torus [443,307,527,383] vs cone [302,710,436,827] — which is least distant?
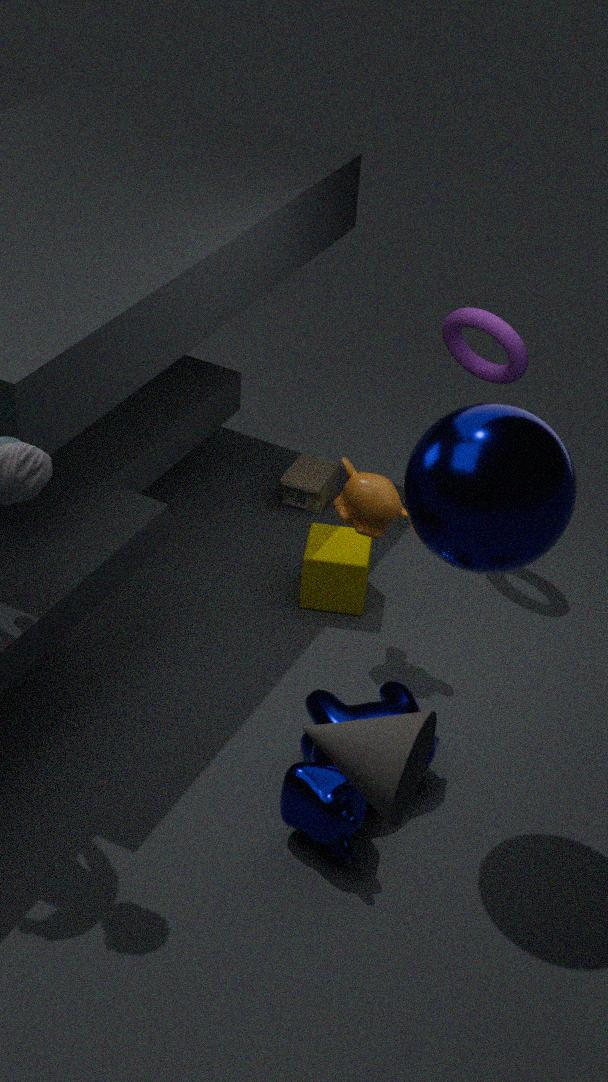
cone [302,710,436,827]
